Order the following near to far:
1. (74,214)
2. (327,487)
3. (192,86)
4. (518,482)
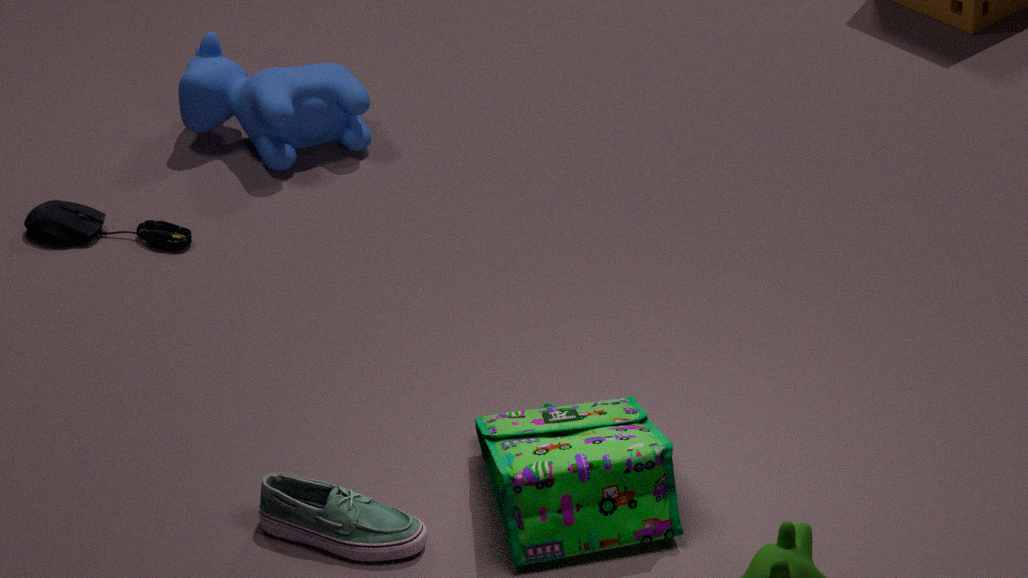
1. (518,482)
2. (327,487)
3. (74,214)
4. (192,86)
